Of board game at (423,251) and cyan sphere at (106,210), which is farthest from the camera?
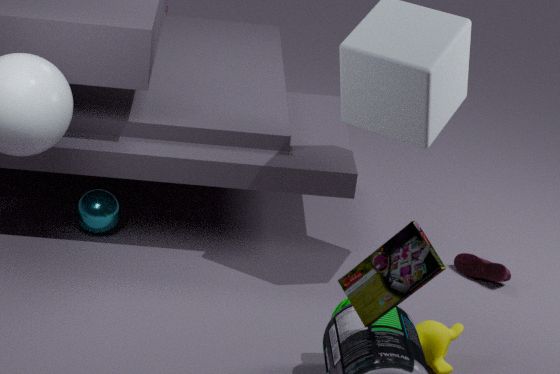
cyan sphere at (106,210)
